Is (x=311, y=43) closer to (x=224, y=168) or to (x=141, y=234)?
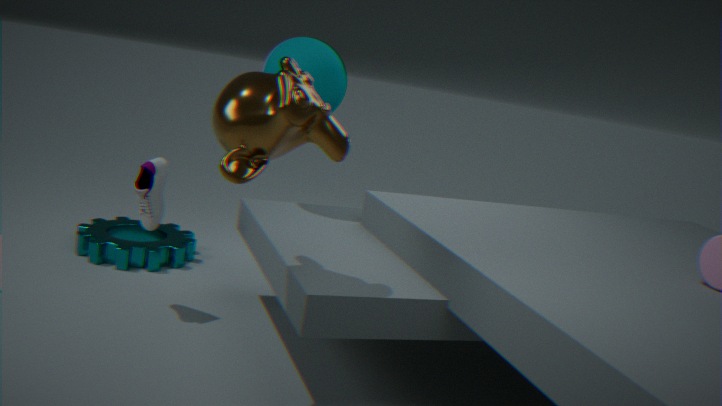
(x=224, y=168)
